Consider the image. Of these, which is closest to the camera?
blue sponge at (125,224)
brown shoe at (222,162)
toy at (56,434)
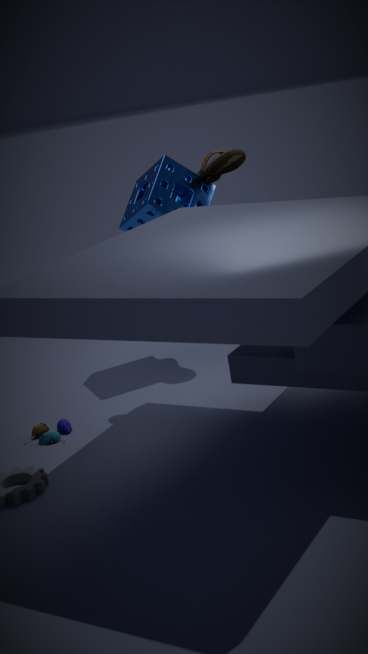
toy at (56,434)
